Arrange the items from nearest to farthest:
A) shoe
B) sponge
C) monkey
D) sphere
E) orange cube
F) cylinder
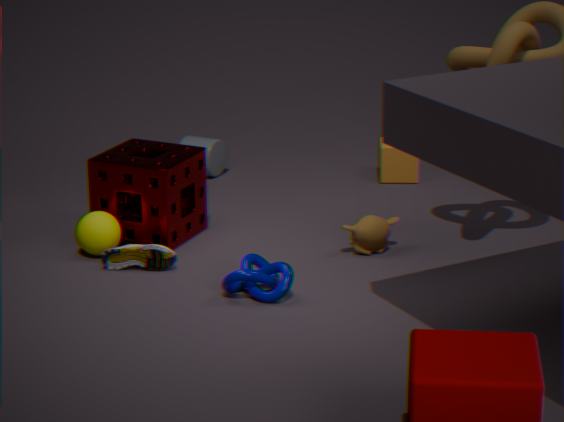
shoe < sphere < monkey < sponge < orange cube < cylinder
